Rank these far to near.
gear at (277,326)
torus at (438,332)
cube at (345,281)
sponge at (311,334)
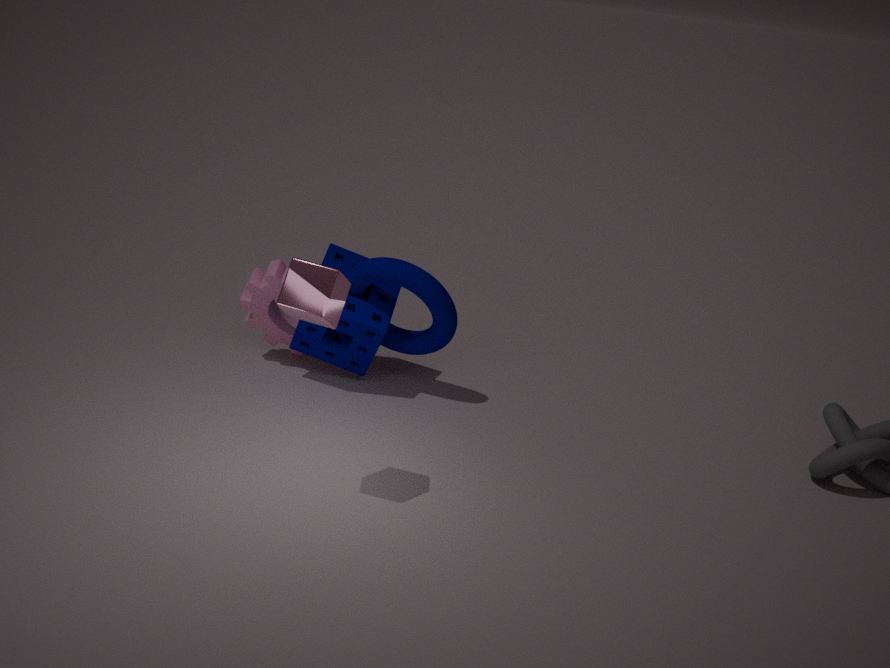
gear at (277,326) < sponge at (311,334) < torus at (438,332) < cube at (345,281)
